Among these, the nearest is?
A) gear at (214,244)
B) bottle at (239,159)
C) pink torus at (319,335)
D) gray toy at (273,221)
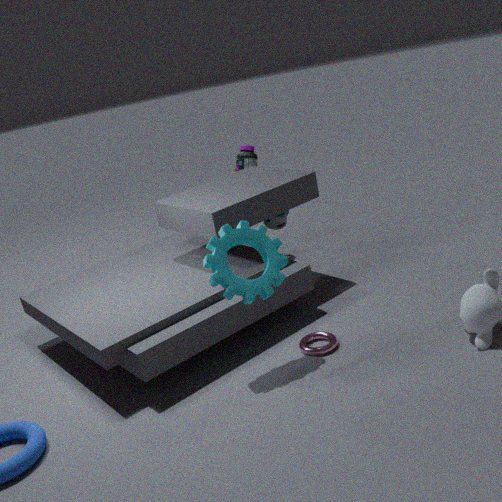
gear at (214,244)
